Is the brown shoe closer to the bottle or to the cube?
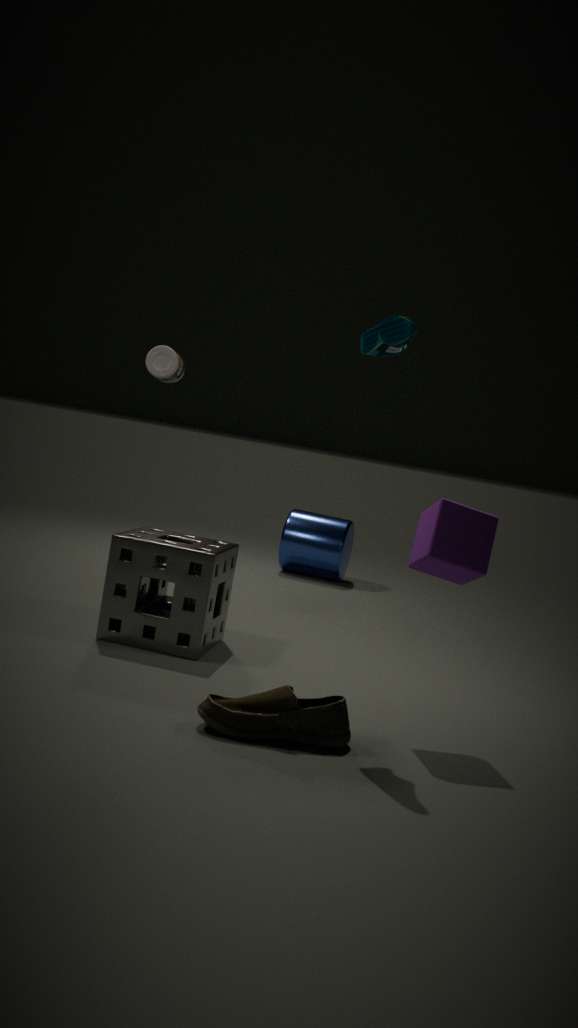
the cube
